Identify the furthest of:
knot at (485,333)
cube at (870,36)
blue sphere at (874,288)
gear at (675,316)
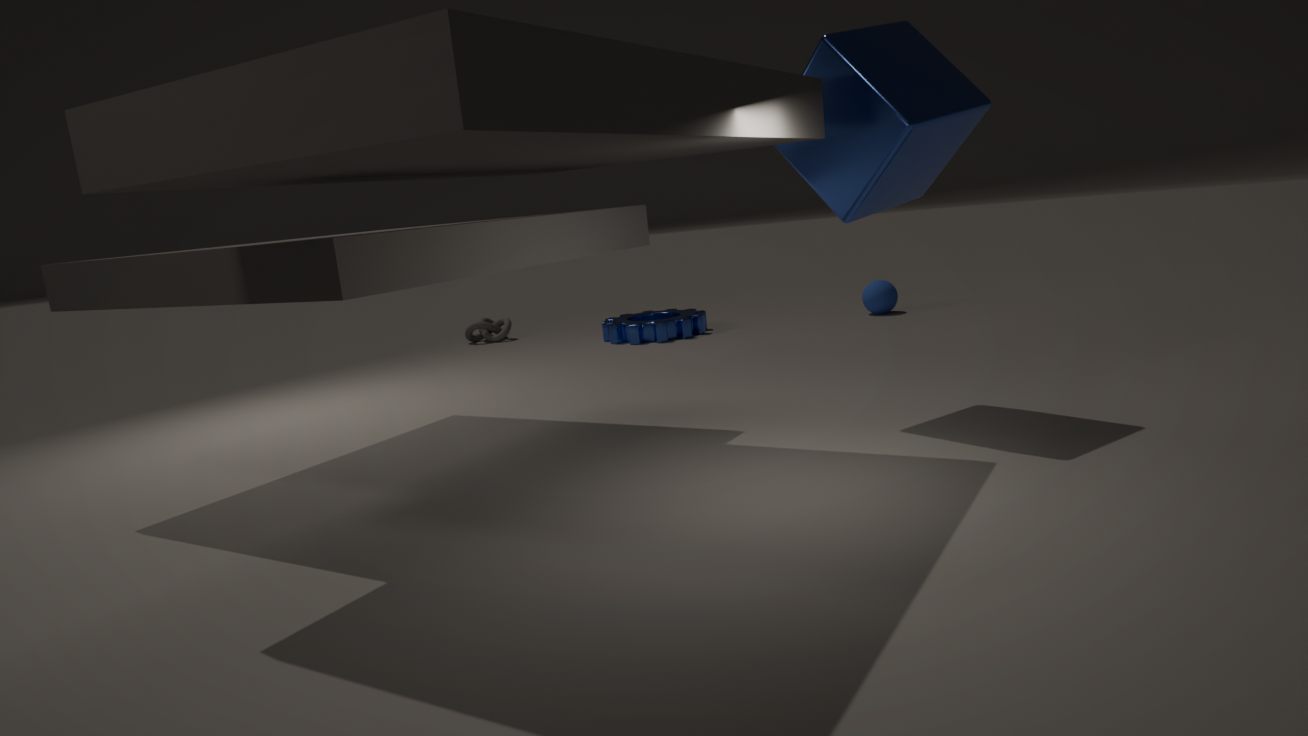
knot at (485,333)
